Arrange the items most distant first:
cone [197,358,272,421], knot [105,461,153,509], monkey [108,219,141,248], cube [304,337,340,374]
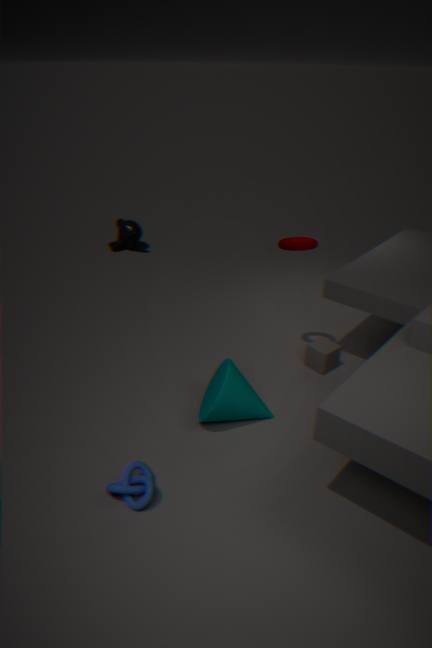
monkey [108,219,141,248] < cube [304,337,340,374] < cone [197,358,272,421] < knot [105,461,153,509]
